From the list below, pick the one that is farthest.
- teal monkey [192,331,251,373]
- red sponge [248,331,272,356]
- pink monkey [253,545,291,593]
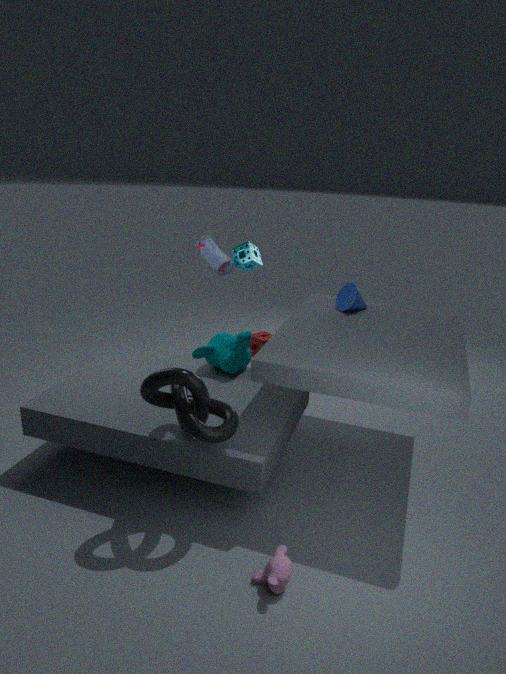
red sponge [248,331,272,356]
